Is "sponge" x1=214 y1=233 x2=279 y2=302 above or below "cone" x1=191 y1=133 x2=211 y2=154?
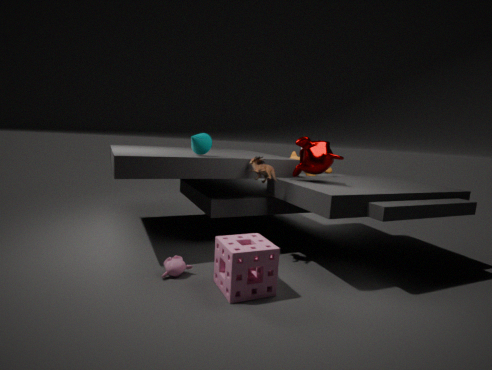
below
